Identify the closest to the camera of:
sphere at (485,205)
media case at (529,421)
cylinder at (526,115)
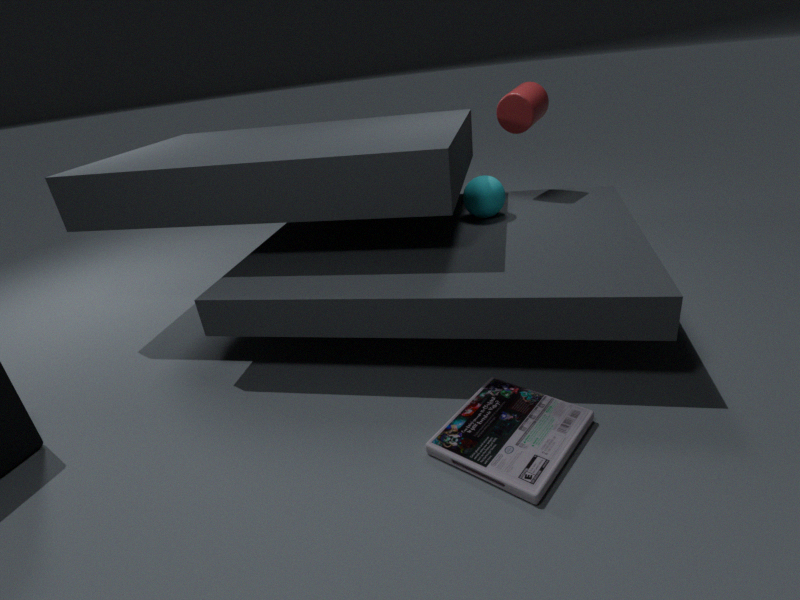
media case at (529,421)
